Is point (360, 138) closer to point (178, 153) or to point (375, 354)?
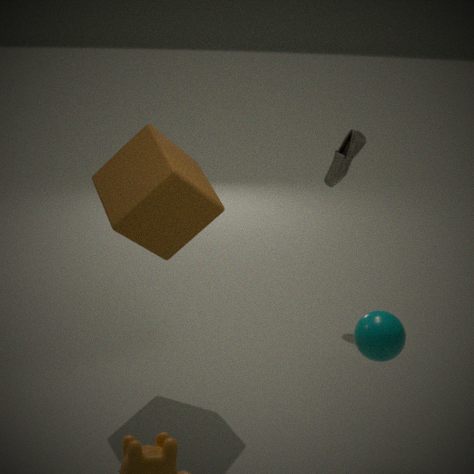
point (178, 153)
